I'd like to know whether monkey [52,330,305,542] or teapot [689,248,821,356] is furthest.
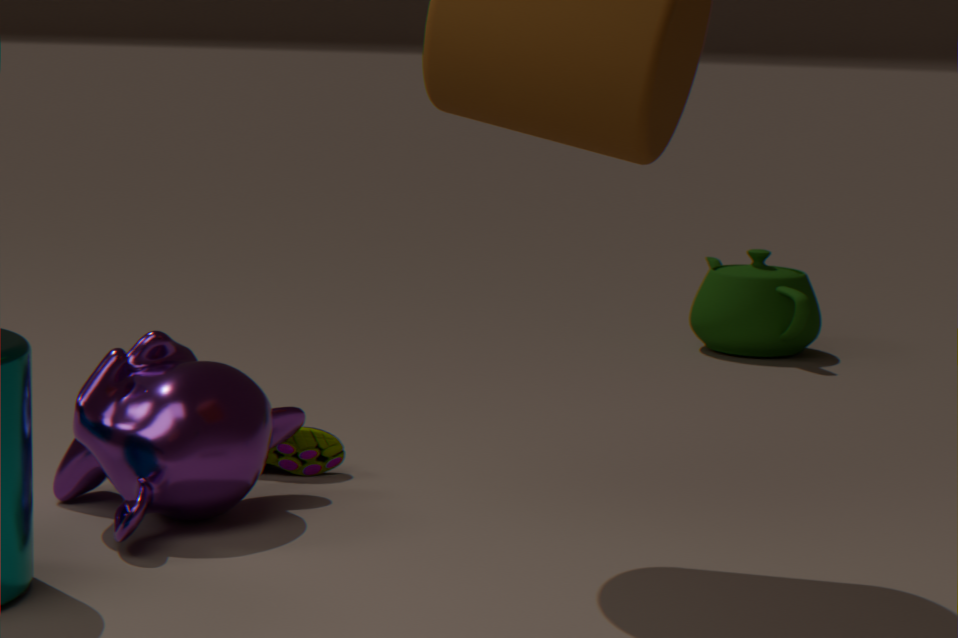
→ teapot [689,248,821,356]
